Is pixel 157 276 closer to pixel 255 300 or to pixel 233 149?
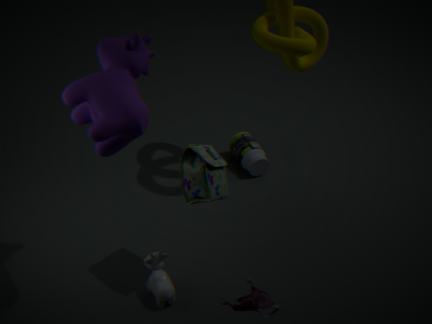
pixel 255 300
